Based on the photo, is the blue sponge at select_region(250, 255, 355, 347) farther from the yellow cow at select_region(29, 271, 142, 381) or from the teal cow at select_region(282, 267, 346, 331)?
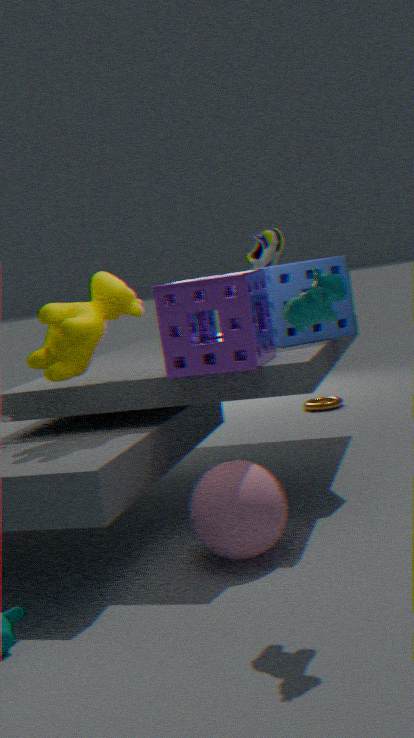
the teal cow at select_region(282, 267, 346, 331)
